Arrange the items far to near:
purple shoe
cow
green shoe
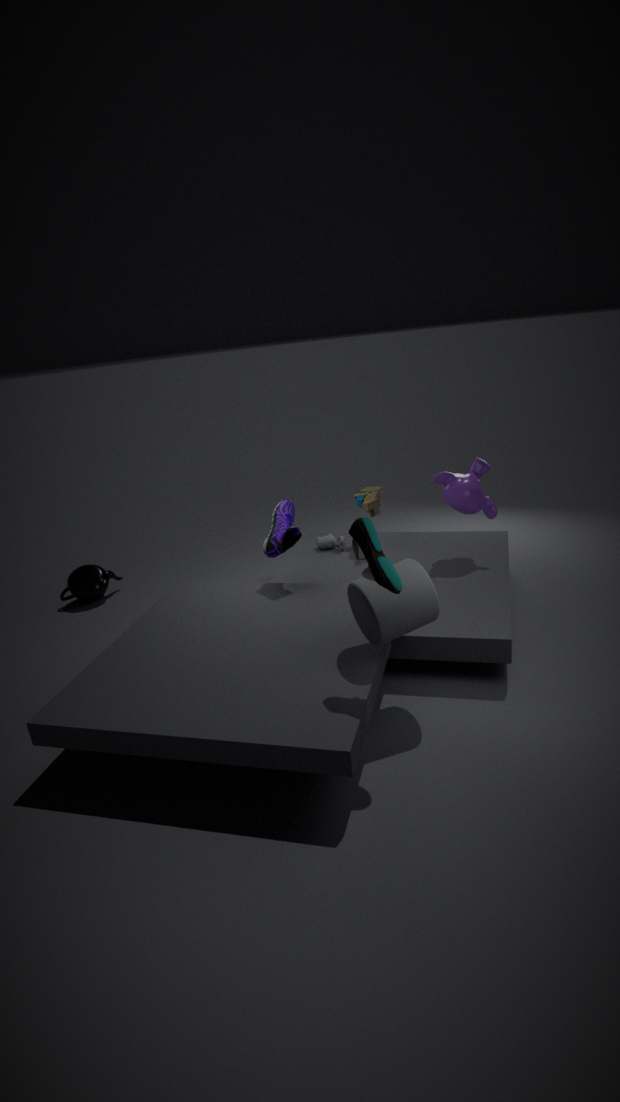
cow, purple shoe, green shoe
